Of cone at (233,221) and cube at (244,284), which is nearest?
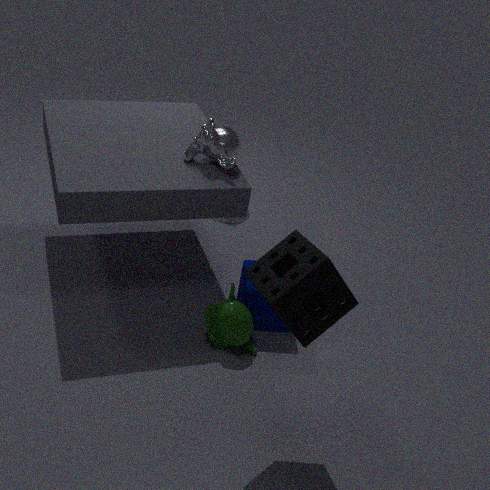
cube at (244,284)
